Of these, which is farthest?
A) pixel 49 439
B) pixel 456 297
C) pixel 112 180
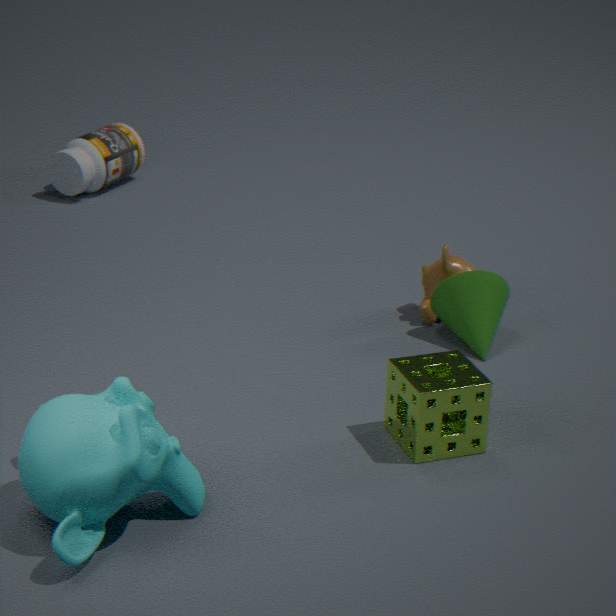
pixel 112 180
